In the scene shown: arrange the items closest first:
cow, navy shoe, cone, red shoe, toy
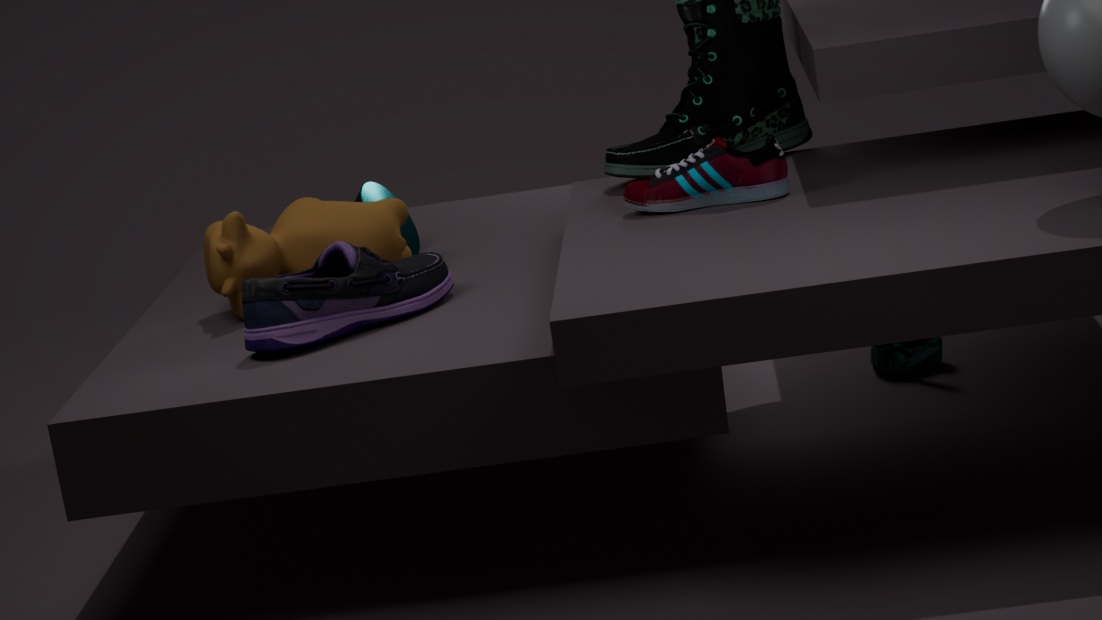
navy shoe → red shoe → cow → cone → toy
